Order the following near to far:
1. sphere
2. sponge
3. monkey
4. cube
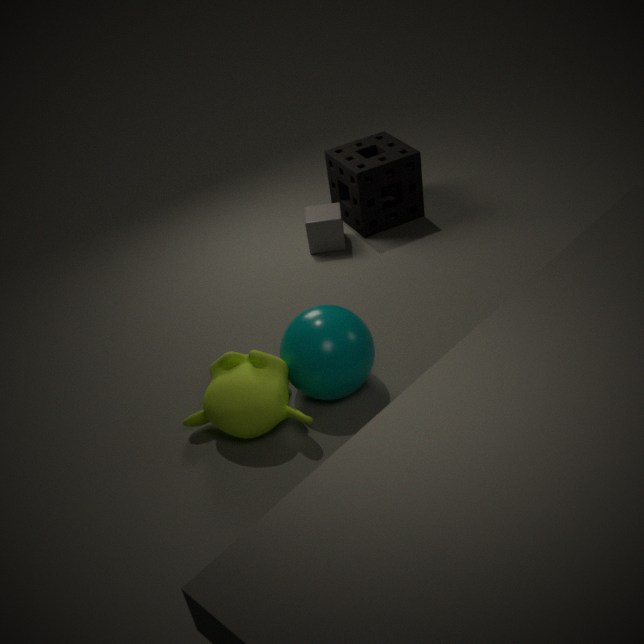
1. monkey
2. sphere
3. cube
4. sponge
